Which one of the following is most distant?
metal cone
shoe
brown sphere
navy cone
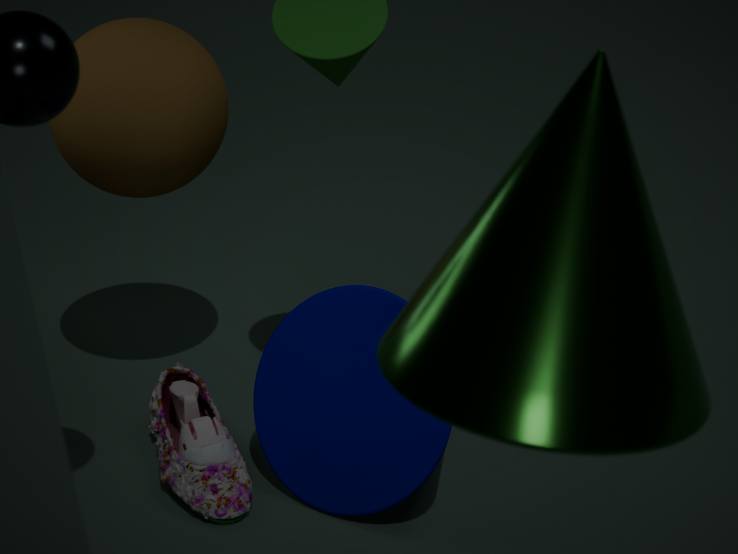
brown sphere
